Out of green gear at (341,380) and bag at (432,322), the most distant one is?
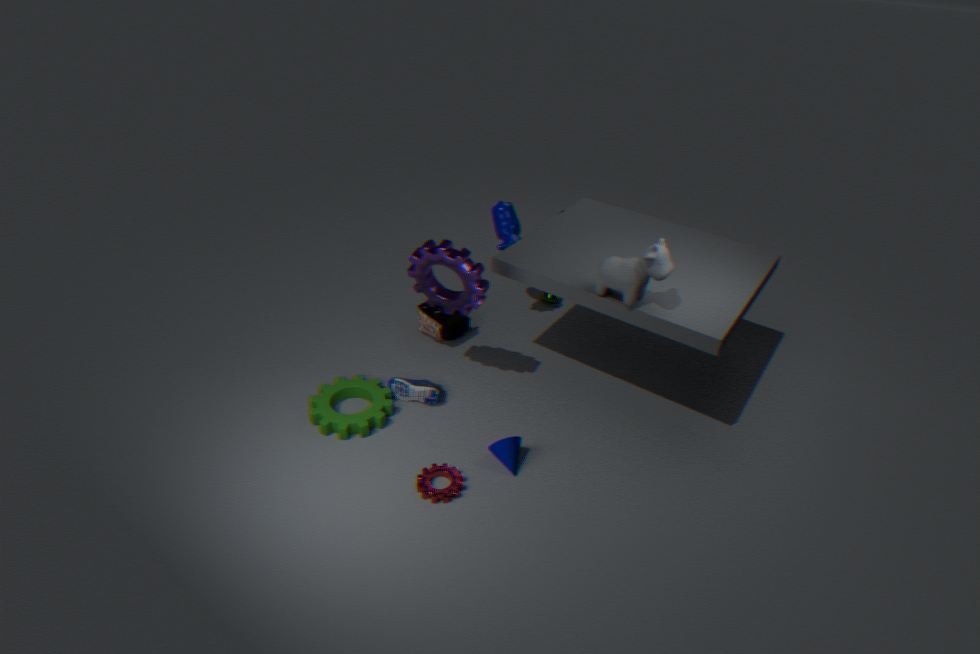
bag at (432,322)
